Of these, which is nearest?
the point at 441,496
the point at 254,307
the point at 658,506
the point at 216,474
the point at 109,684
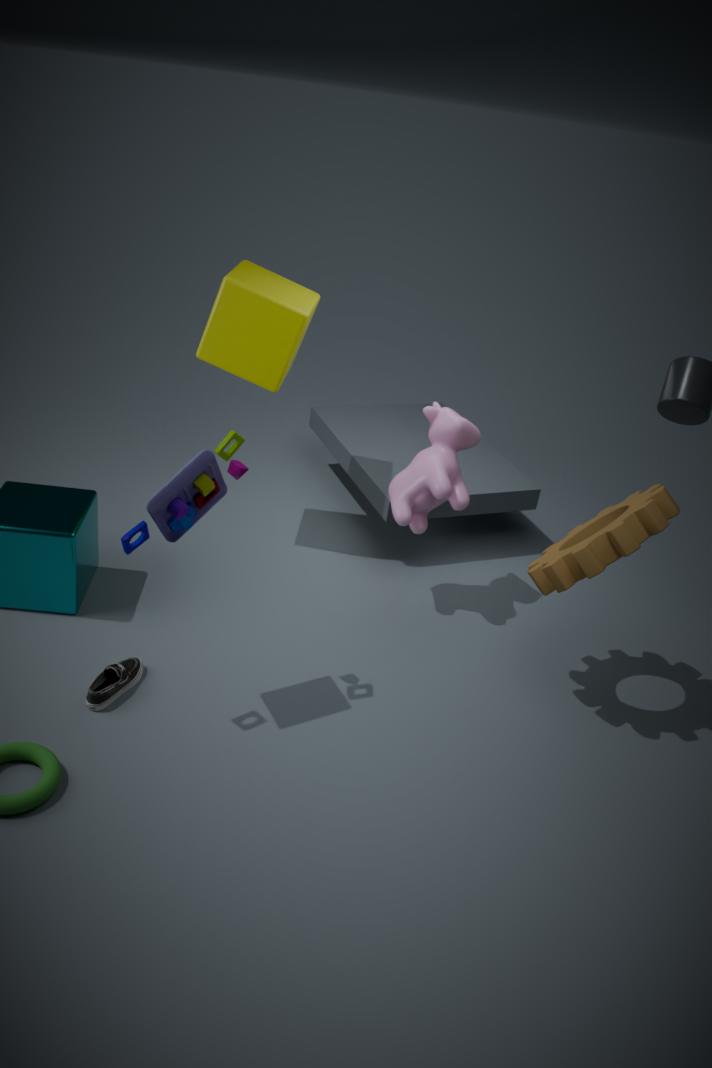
the point at 216,474
